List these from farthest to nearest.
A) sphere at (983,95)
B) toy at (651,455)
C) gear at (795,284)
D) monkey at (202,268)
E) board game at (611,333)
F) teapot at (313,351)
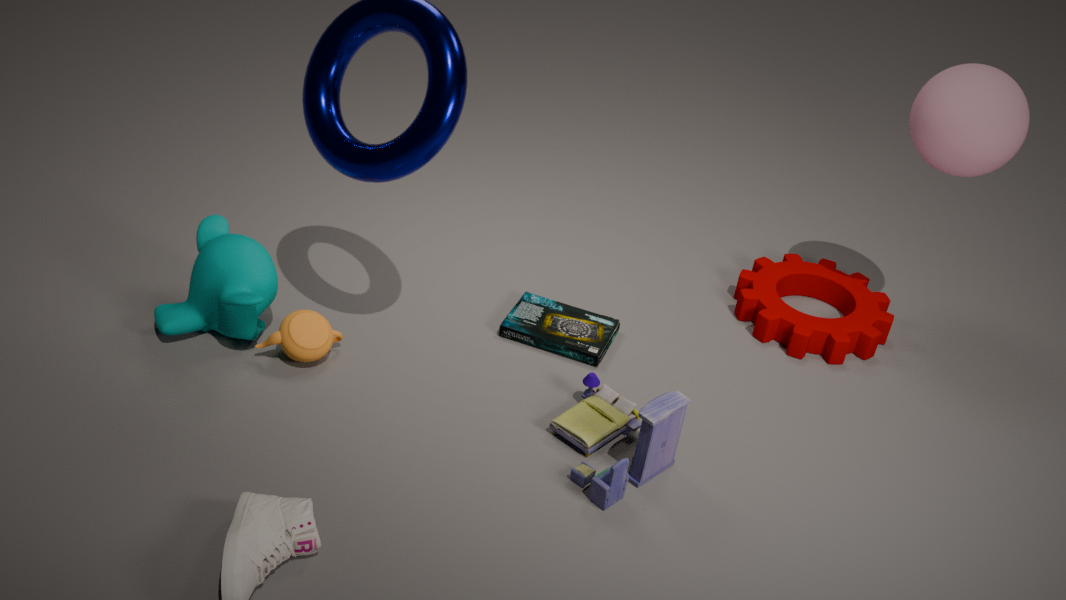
1. gear at (795,284)
2. board game at (611,333)
3. sphere at (983,95)
4. teapot at (313,351)
5. monkey at (202,268)
6. toy at (651,455)
